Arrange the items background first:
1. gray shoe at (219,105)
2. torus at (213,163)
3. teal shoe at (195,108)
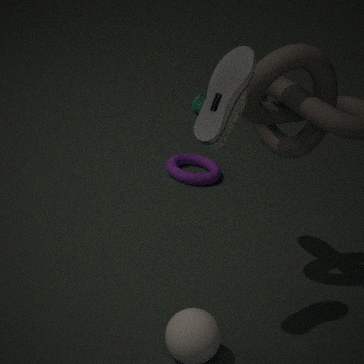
A: teal shoe at (195,108) < torus at (213,163) < gray shoe at (219,105)
